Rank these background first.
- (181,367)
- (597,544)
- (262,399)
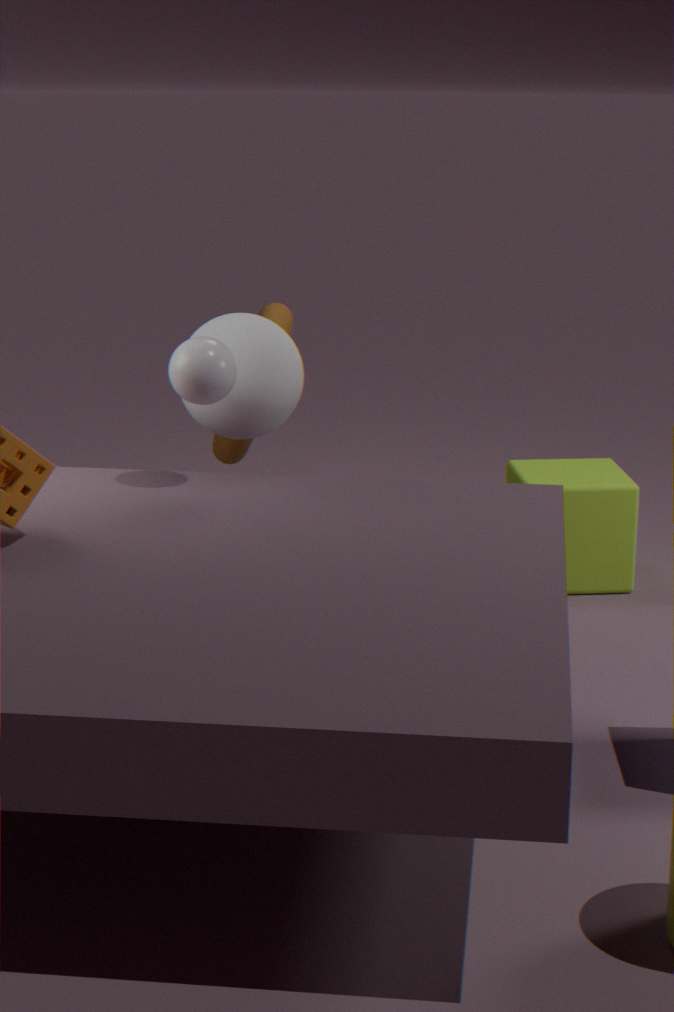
(597,544) < (262,399) < (181,367)
